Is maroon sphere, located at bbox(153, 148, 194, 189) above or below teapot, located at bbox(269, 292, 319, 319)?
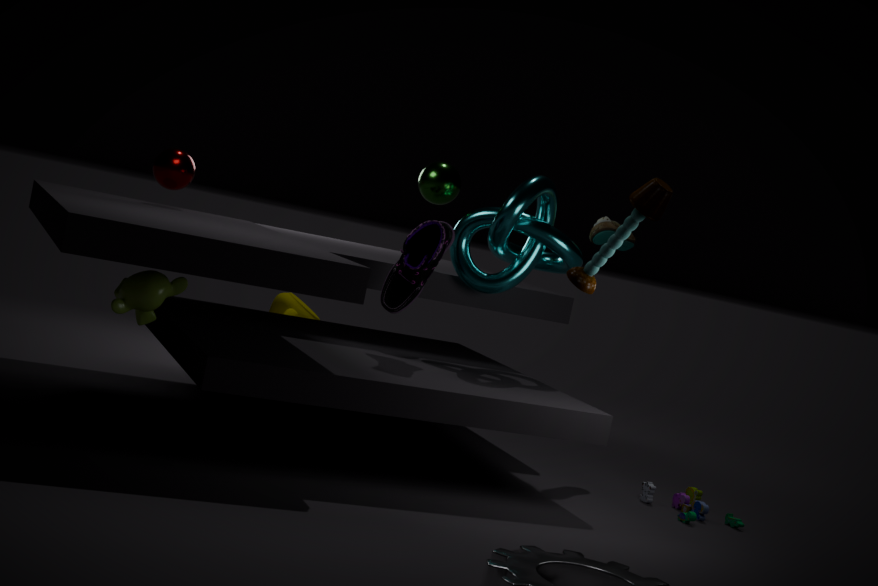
above
